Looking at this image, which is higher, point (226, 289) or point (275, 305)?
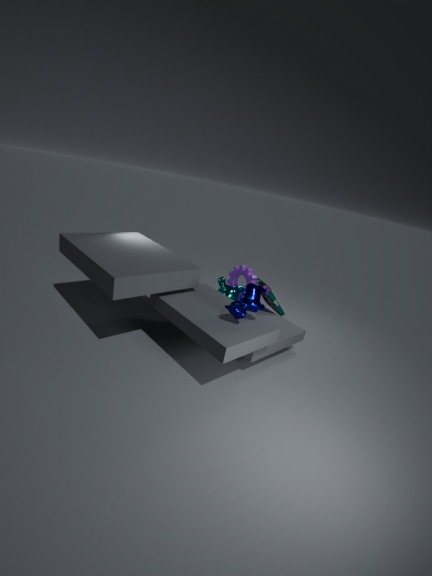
point (275, 305)
